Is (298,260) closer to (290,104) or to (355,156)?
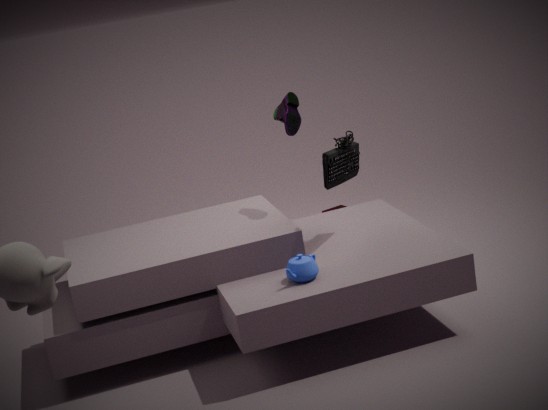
(355,156)
